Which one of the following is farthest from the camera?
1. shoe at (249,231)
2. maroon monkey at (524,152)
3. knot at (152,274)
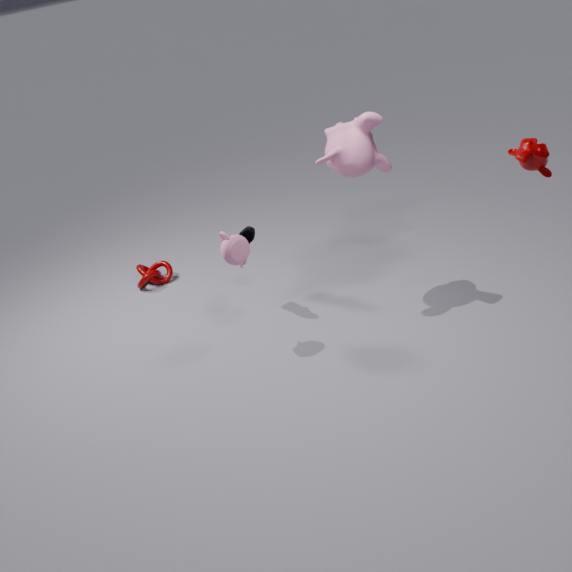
knot at (152,274)
